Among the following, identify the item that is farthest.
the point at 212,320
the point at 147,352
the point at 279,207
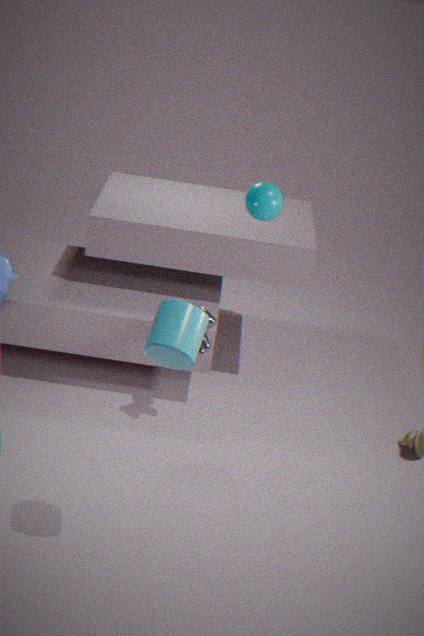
the point at 212,320
